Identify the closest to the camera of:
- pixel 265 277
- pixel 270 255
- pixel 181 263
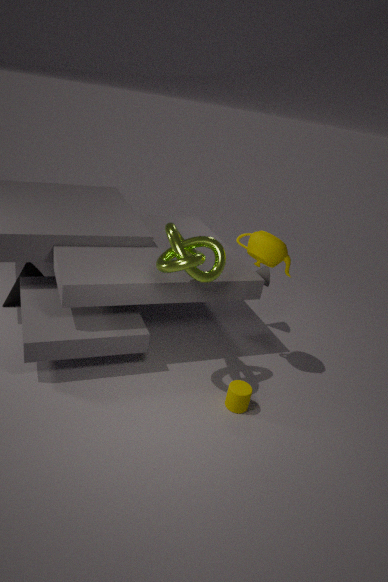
pixel 181 263
